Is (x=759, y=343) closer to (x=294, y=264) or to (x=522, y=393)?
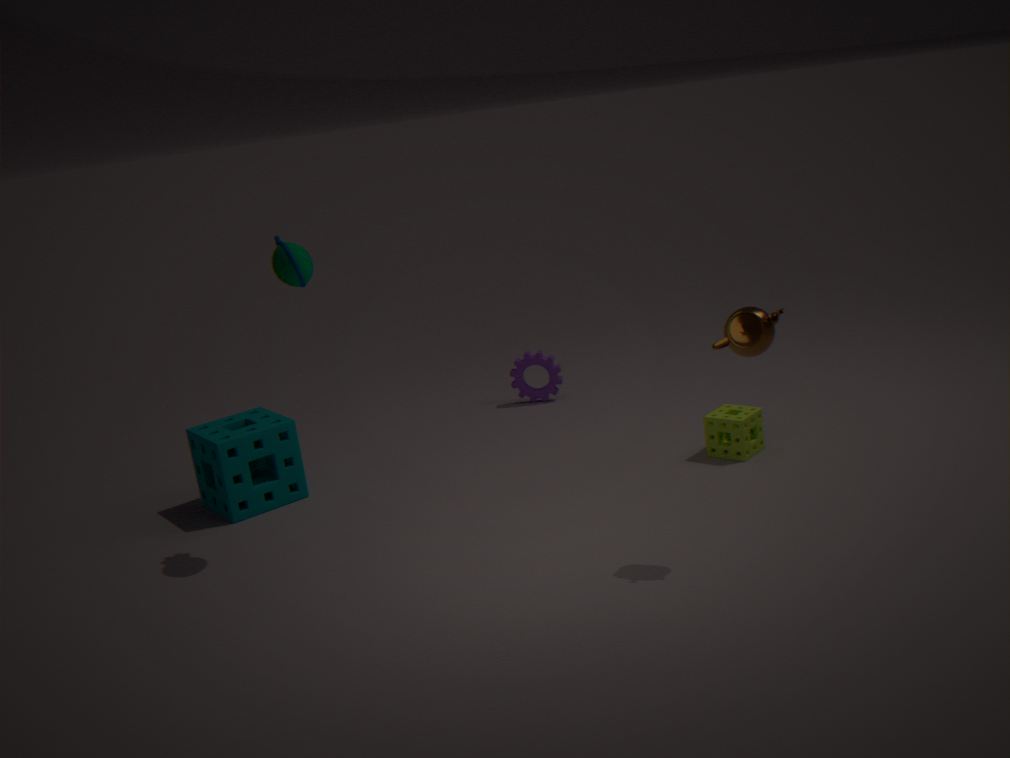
(x=294, y=264)
